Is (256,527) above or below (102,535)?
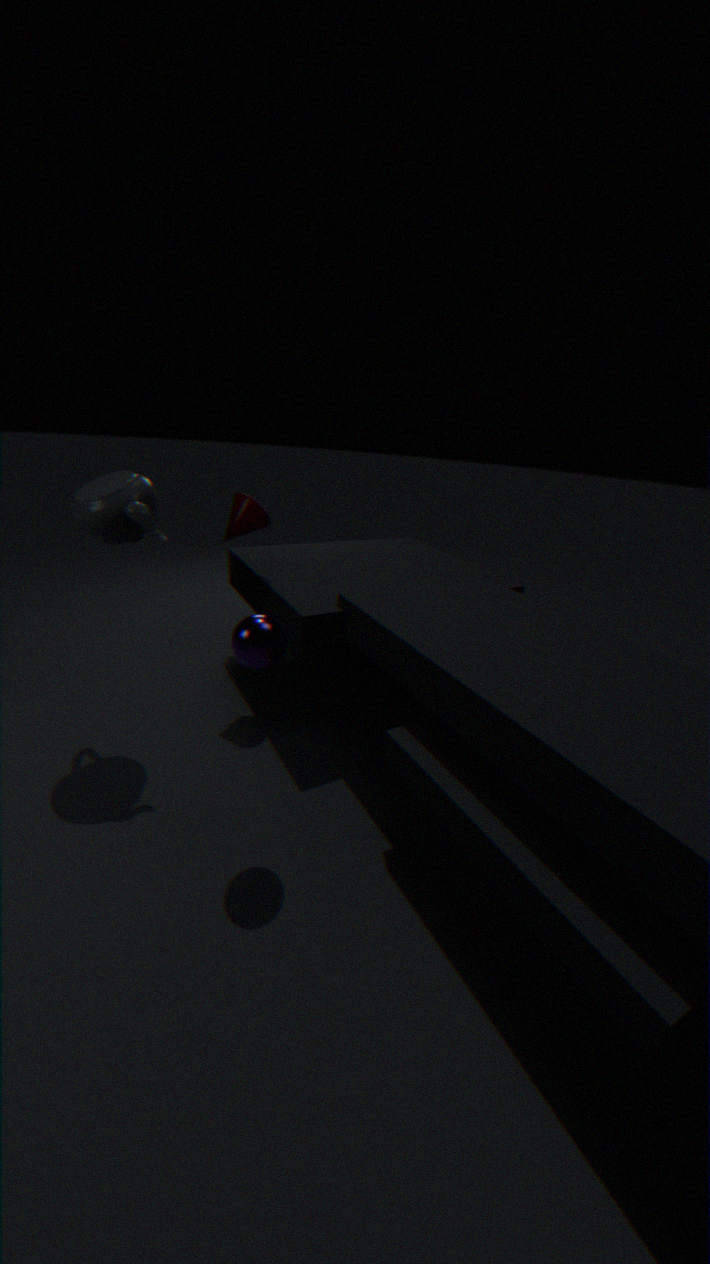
below
